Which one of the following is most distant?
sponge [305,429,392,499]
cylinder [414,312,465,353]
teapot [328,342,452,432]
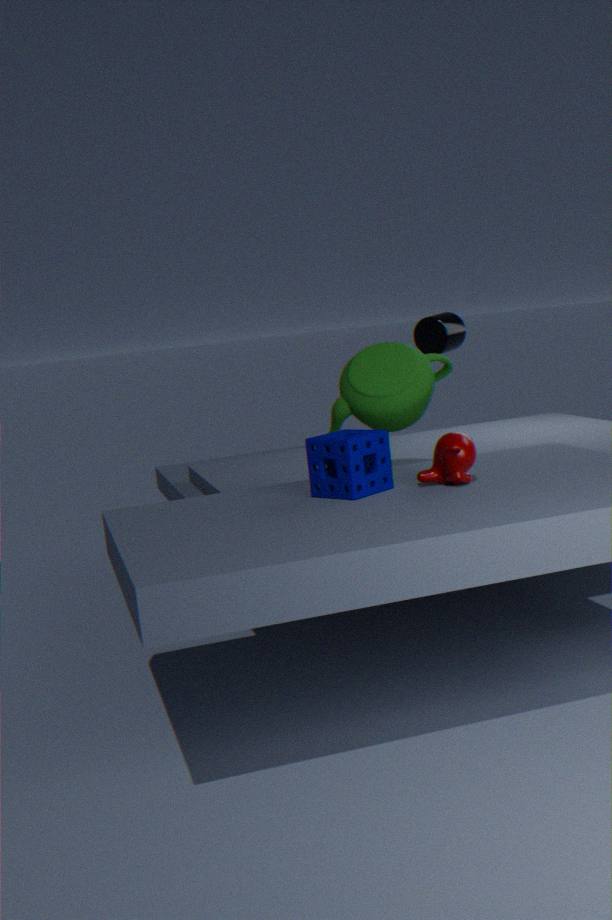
cylinder [414,312,465,353]
